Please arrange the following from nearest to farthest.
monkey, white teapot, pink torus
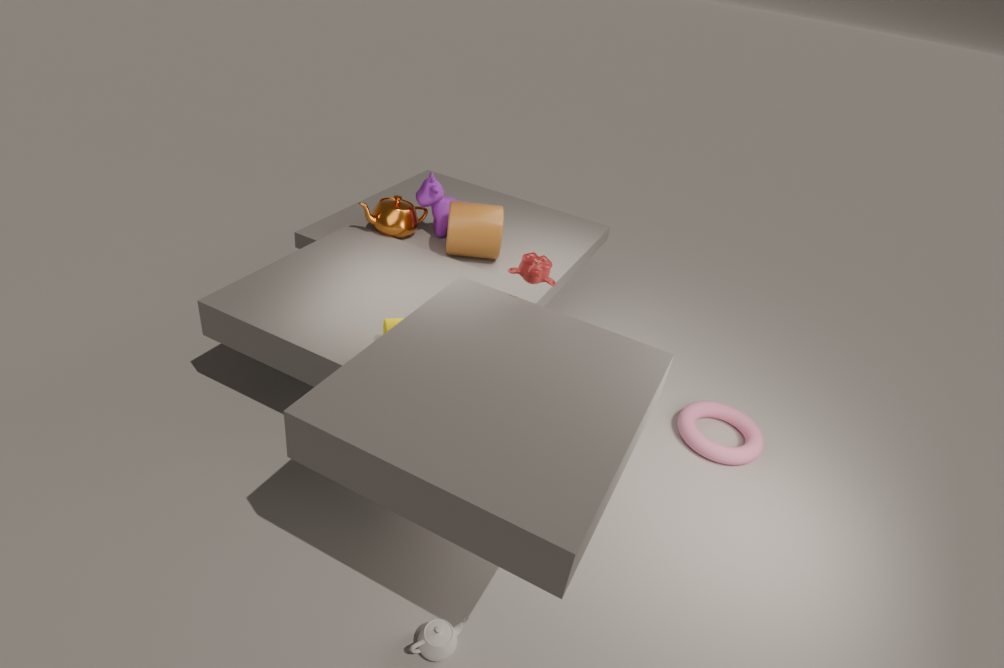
white teapot, monkey, pink torus
